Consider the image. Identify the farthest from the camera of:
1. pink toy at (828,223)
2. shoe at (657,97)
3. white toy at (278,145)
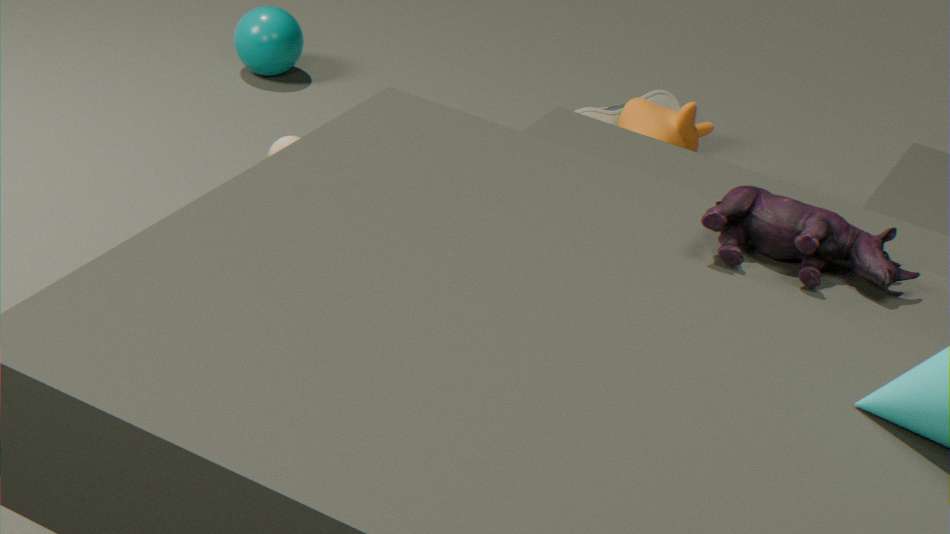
shoe at (657,97)
